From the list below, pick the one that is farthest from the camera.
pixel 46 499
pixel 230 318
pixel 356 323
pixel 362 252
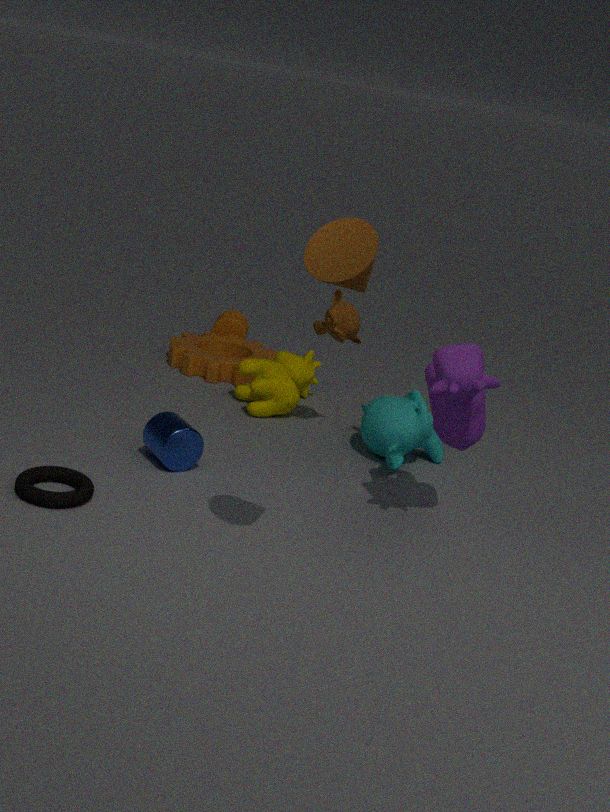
pixel 230 318
